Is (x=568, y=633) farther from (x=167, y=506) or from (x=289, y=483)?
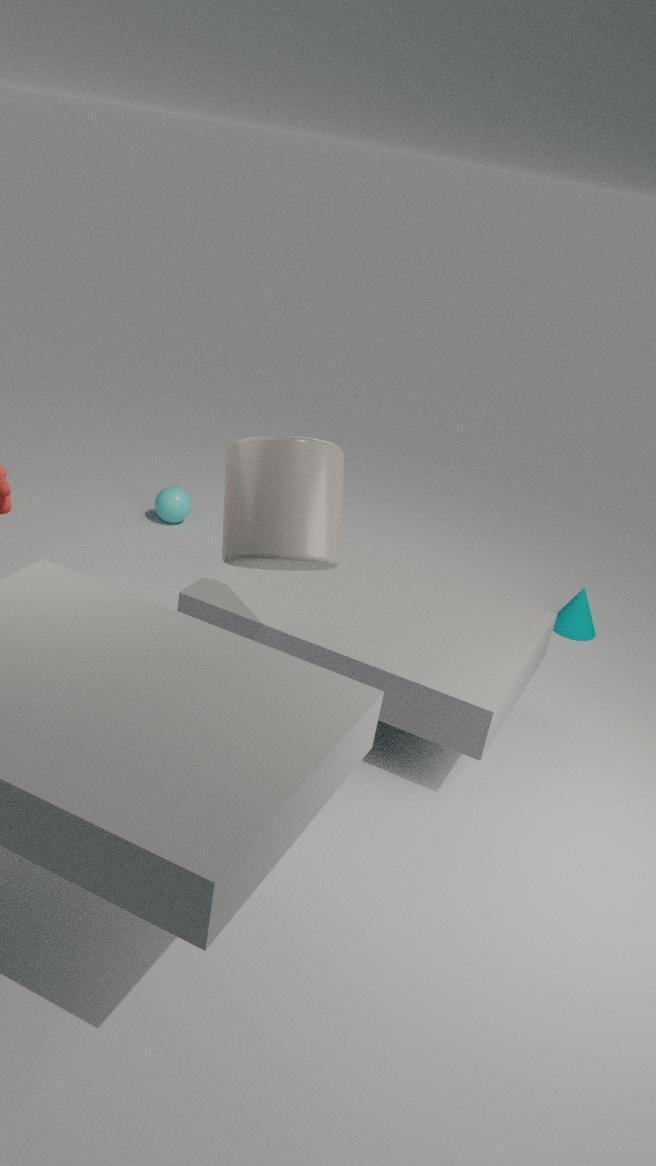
(x=289, y=483)
